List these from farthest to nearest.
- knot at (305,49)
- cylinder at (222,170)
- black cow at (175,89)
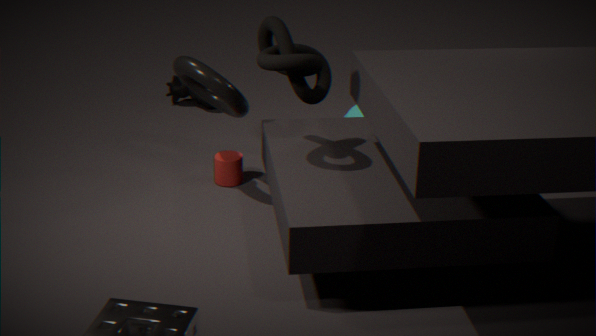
black cow at (175,89)
cylinder at (222,170)
knot at (305,49)
